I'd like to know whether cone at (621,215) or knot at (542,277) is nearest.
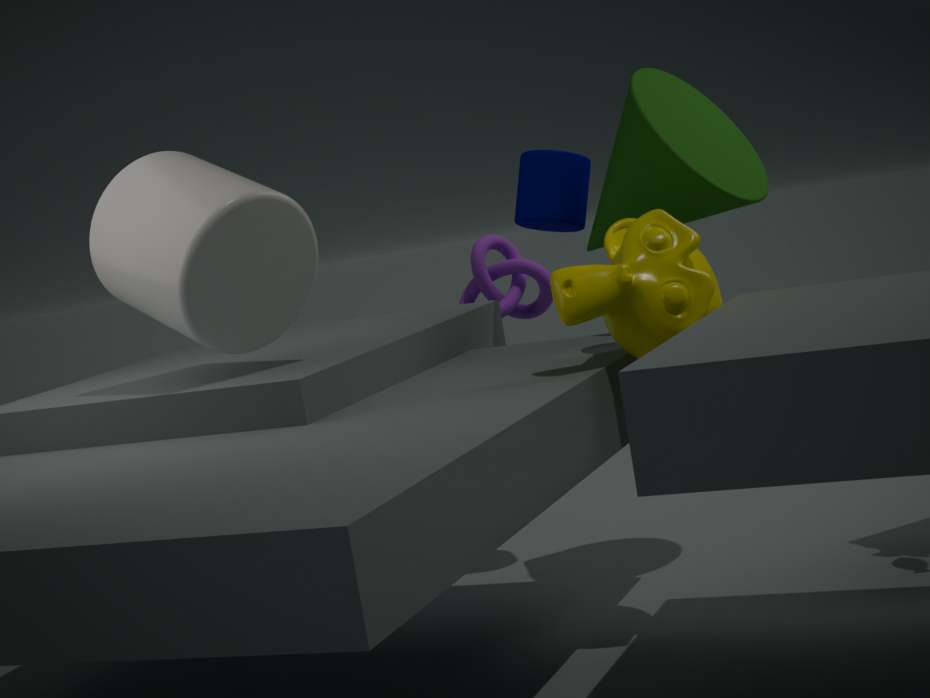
cone at (621,215)
